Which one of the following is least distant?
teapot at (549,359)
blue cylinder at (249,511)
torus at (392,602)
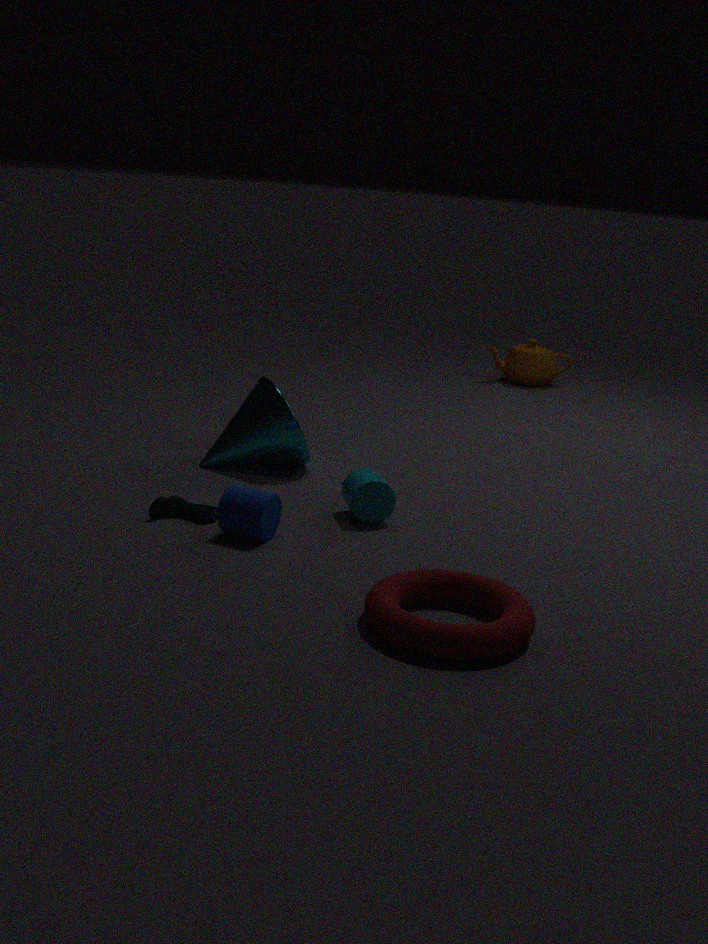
torus at (392,602)
